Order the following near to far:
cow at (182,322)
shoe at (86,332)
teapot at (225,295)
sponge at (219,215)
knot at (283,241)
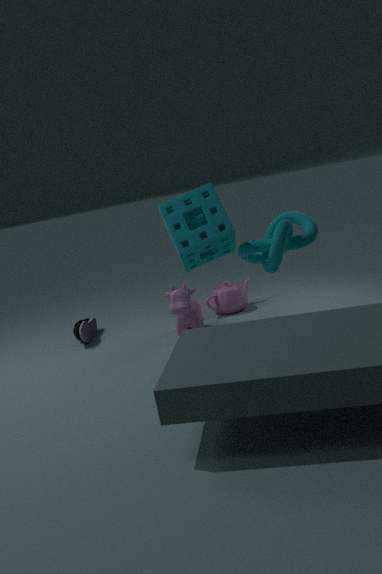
1. sponge at (219,215)
2. knot at (283,241)
3. cow at (182,322)
4. shoe at (86,332)
5. teapot at (225,295)
